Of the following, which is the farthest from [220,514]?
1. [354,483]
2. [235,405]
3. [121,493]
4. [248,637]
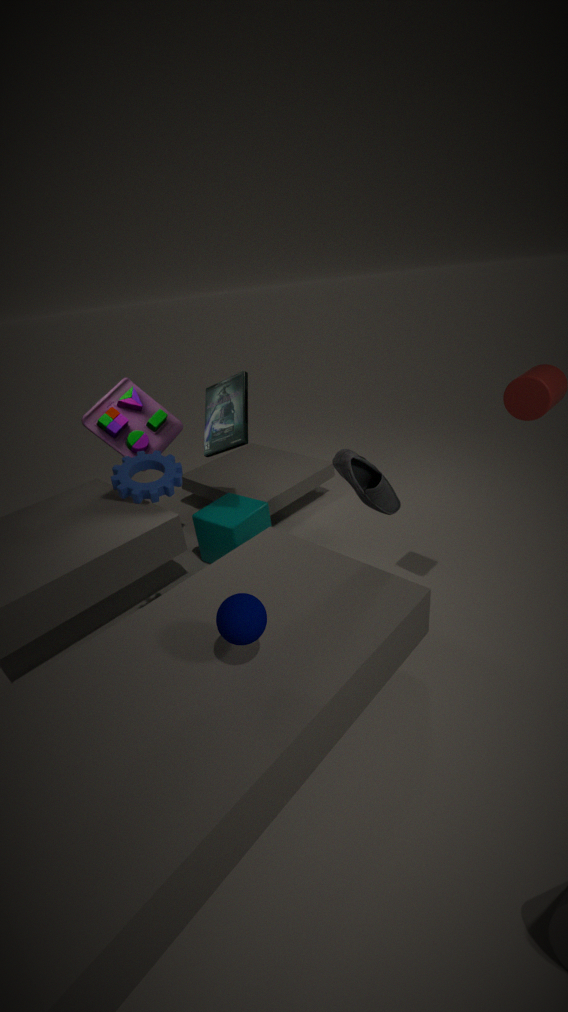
[248,637]
